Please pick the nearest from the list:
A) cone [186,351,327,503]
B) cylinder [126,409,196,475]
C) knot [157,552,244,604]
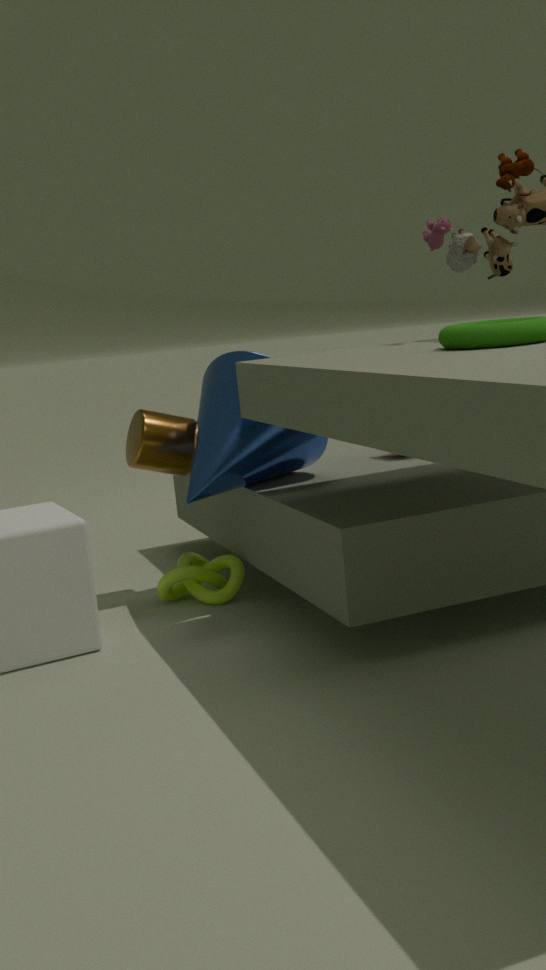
cone [186,351,327,503]
